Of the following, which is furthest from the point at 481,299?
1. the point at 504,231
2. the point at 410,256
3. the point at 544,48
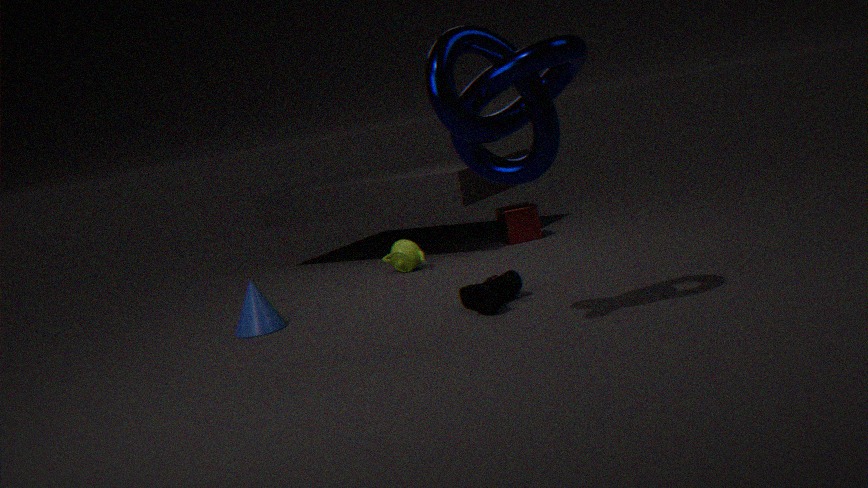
the point at 504,231
